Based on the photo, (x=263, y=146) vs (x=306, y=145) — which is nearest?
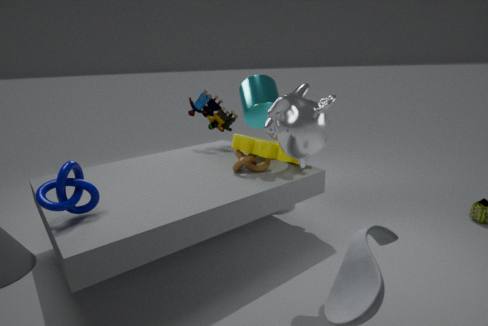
(x=306, y=145)
